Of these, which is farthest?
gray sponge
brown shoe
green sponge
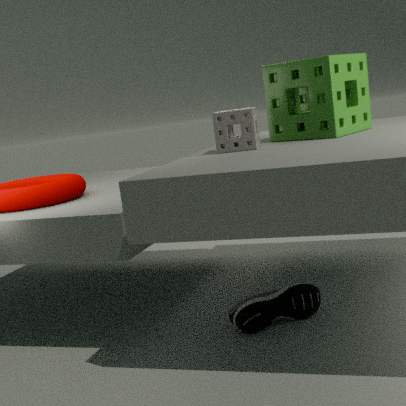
green sponge
